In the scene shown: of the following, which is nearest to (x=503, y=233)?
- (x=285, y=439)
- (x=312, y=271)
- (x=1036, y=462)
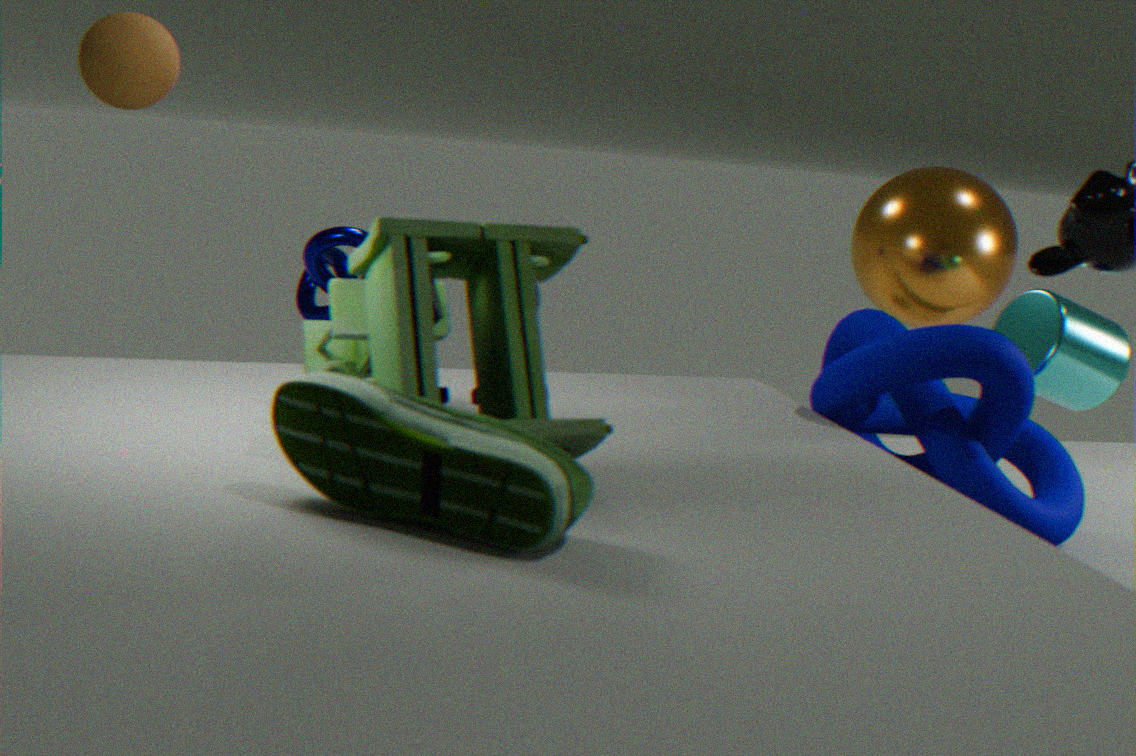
(x=285, y=439)
